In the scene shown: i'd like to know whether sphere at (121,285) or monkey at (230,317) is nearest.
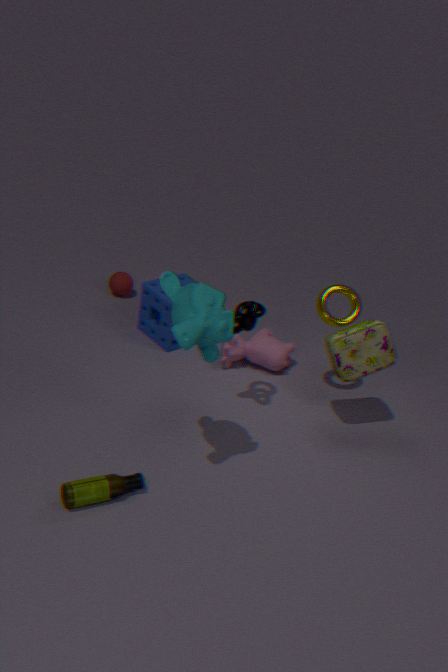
monkey at (230,317)
